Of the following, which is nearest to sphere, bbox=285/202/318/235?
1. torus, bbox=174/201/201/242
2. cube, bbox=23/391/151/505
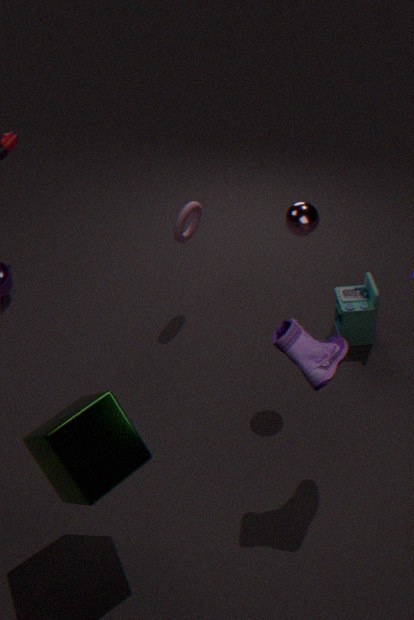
torus, bbox=174/201/201/242
